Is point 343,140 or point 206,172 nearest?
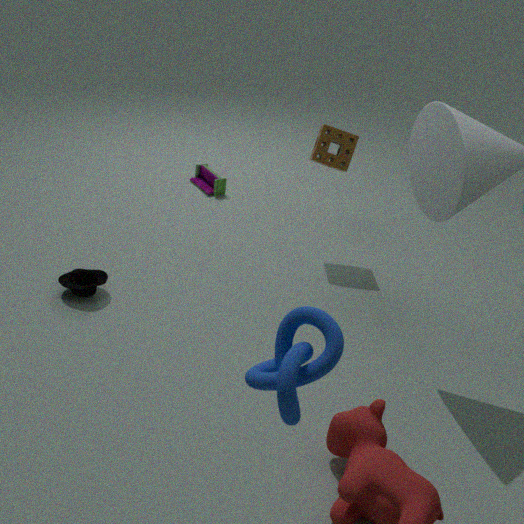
point 343,140
